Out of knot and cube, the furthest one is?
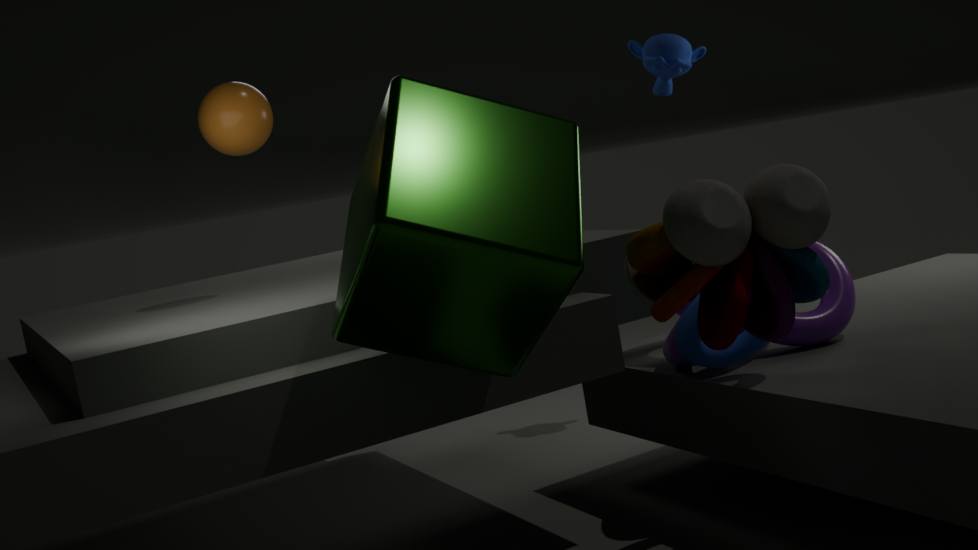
knot
